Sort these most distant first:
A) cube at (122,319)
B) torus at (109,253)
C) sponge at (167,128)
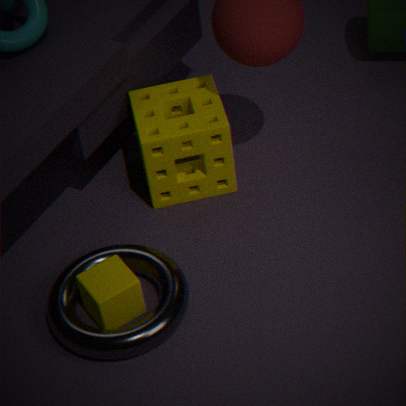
1. sponge at (167,128)
2. cube at (122,319)
3. torus at (109,253)
